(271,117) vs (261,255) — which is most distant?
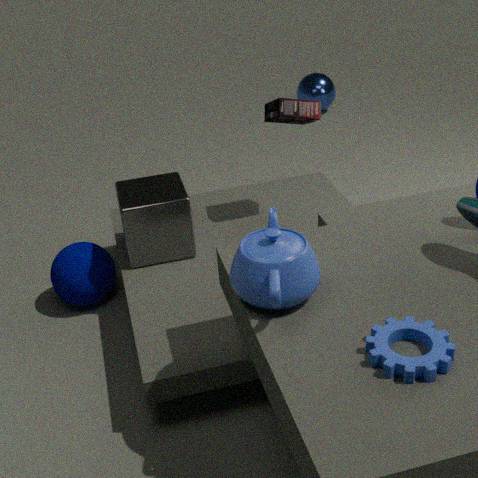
(271,117)
